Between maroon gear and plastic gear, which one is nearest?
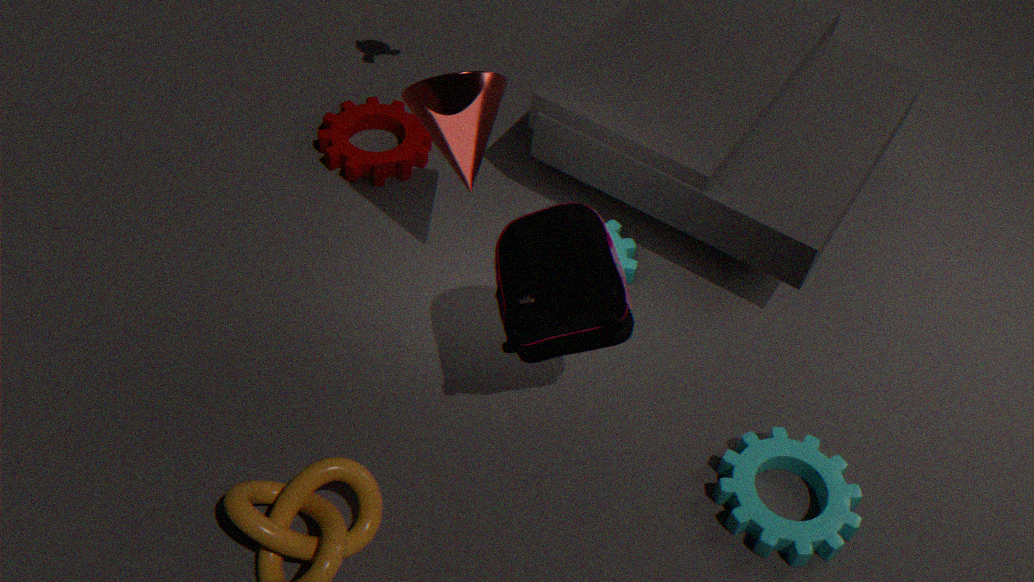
plastic gear
